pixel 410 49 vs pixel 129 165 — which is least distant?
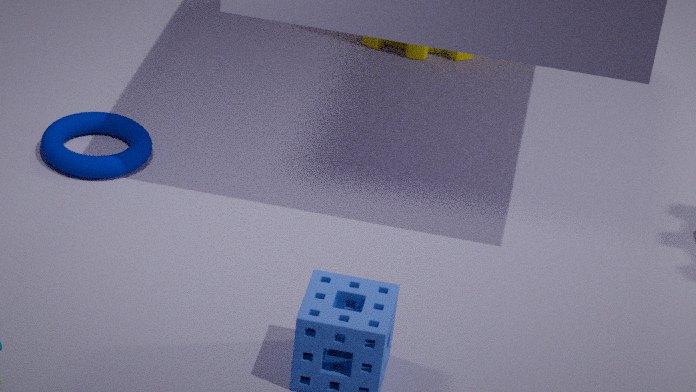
pixel 129 165
